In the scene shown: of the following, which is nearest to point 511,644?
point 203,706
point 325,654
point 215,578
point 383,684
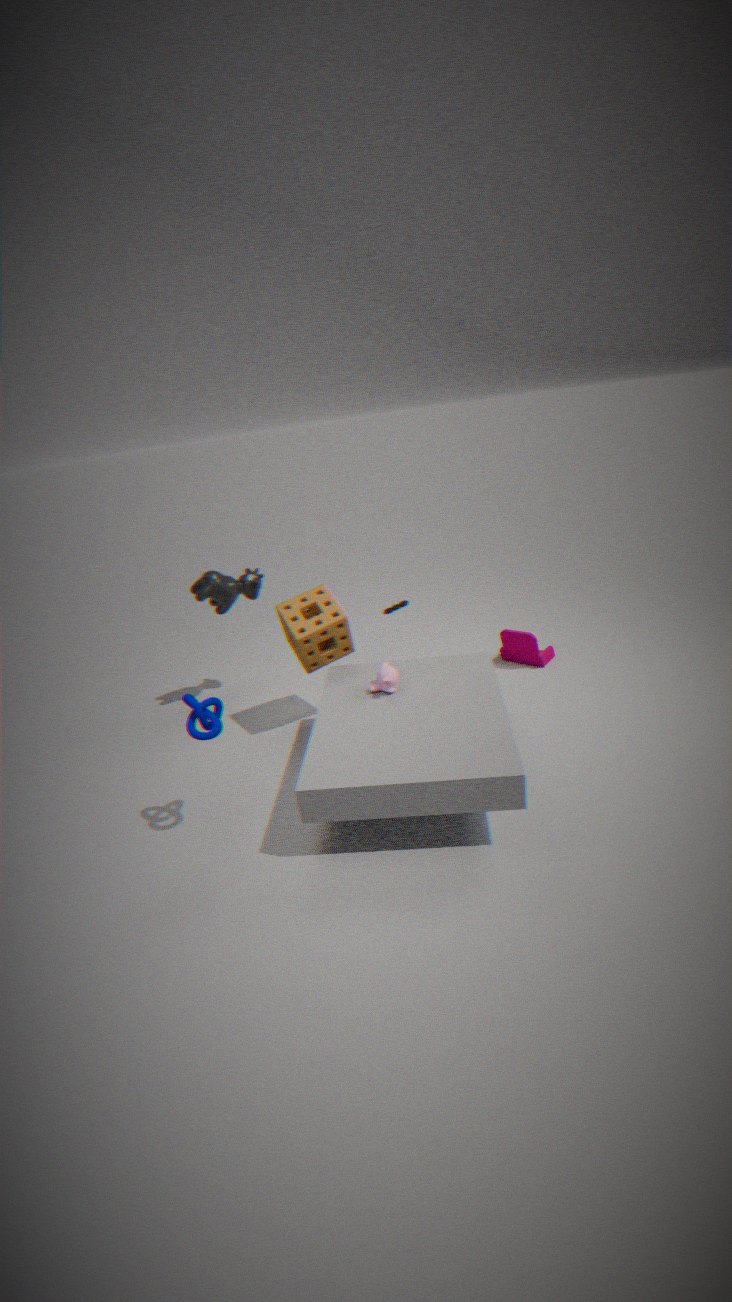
point 383,684
